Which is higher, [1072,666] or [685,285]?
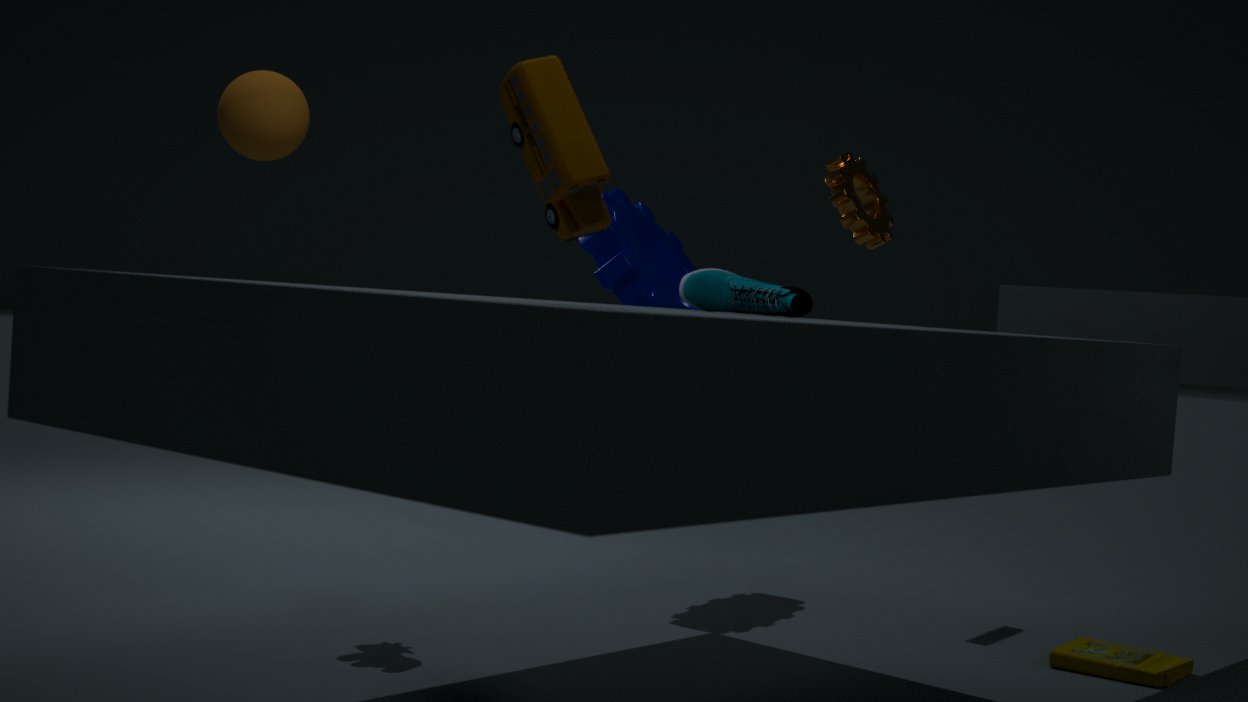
[685,285]
